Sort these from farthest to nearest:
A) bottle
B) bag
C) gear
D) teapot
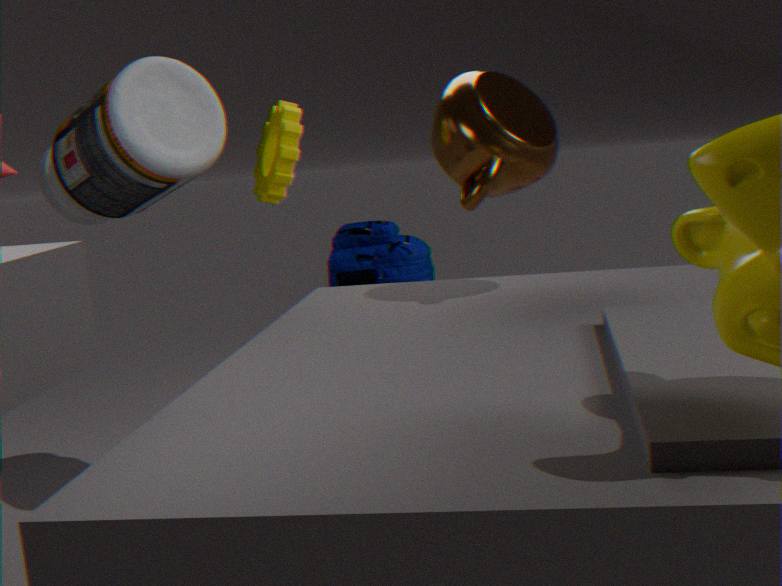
bag < gear < bottle < teapot
